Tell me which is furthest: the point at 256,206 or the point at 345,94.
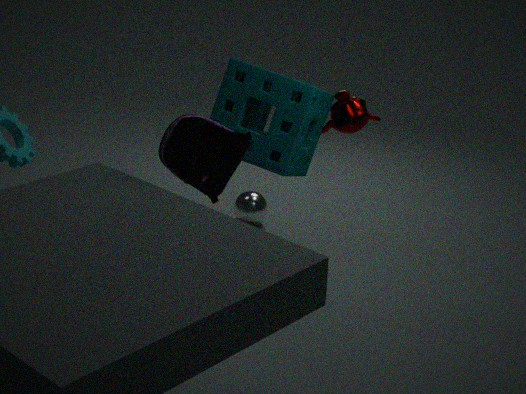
the point at 256,206
